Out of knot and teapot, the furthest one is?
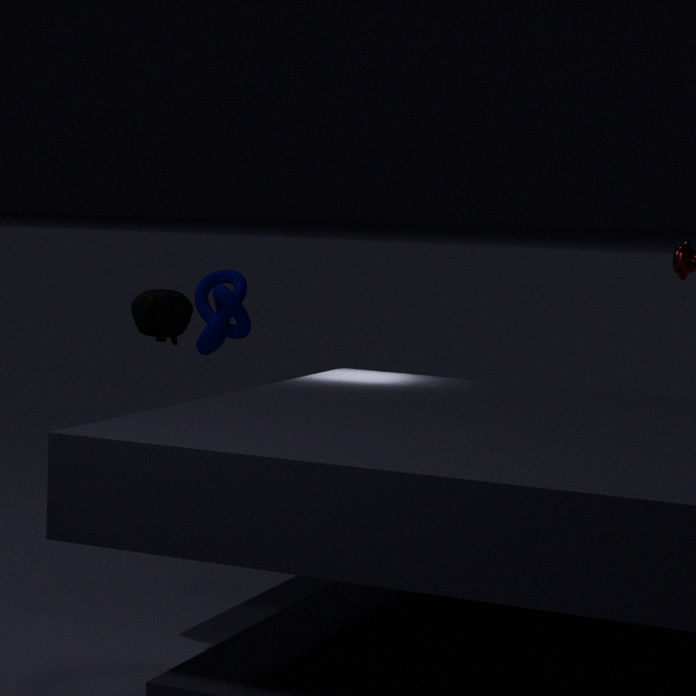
knot
